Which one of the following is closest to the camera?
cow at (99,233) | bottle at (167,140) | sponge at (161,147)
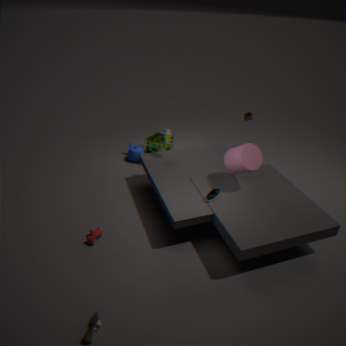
cow at (99,233)
